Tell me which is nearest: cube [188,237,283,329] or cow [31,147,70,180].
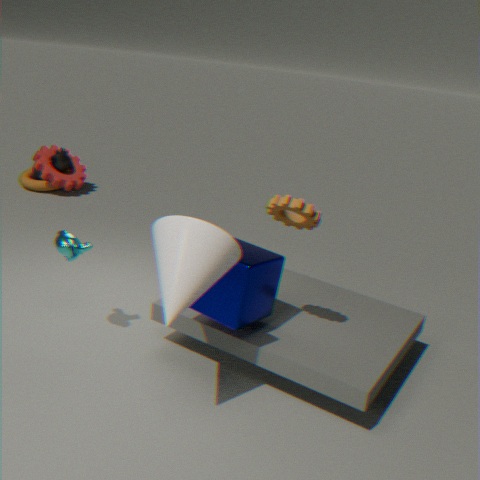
cube [188,237,283,329]
